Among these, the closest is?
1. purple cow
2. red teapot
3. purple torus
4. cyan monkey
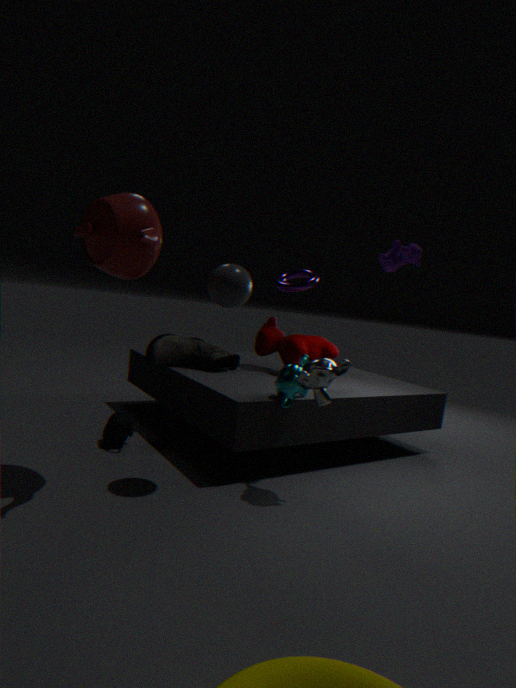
red teapot
